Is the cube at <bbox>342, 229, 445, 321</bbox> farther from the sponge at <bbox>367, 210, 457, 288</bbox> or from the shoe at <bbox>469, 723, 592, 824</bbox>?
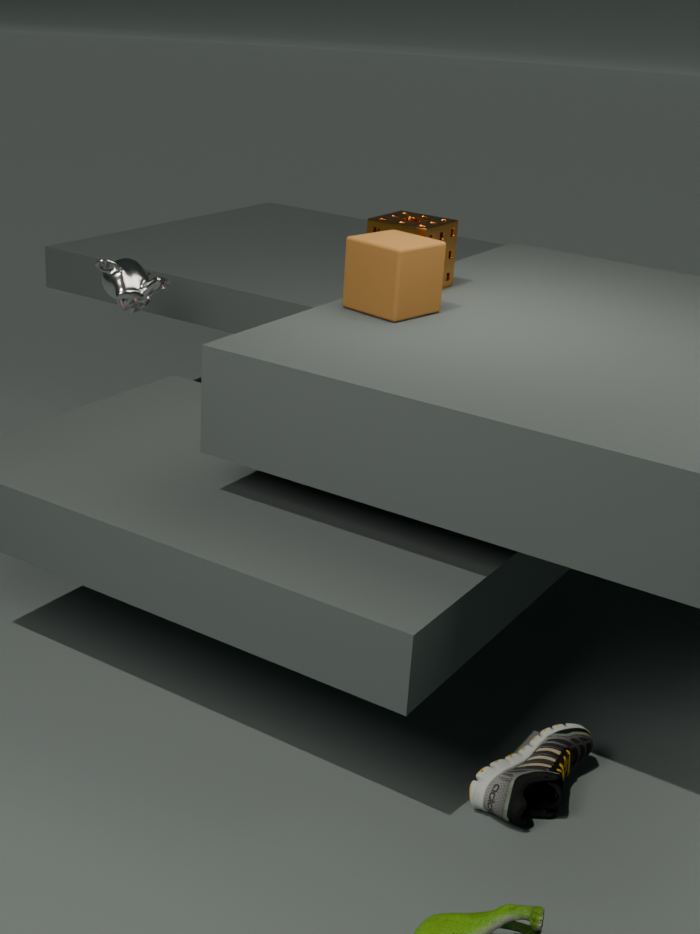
the shoe at <bbox>469, 723, 592, 824</bbox>
